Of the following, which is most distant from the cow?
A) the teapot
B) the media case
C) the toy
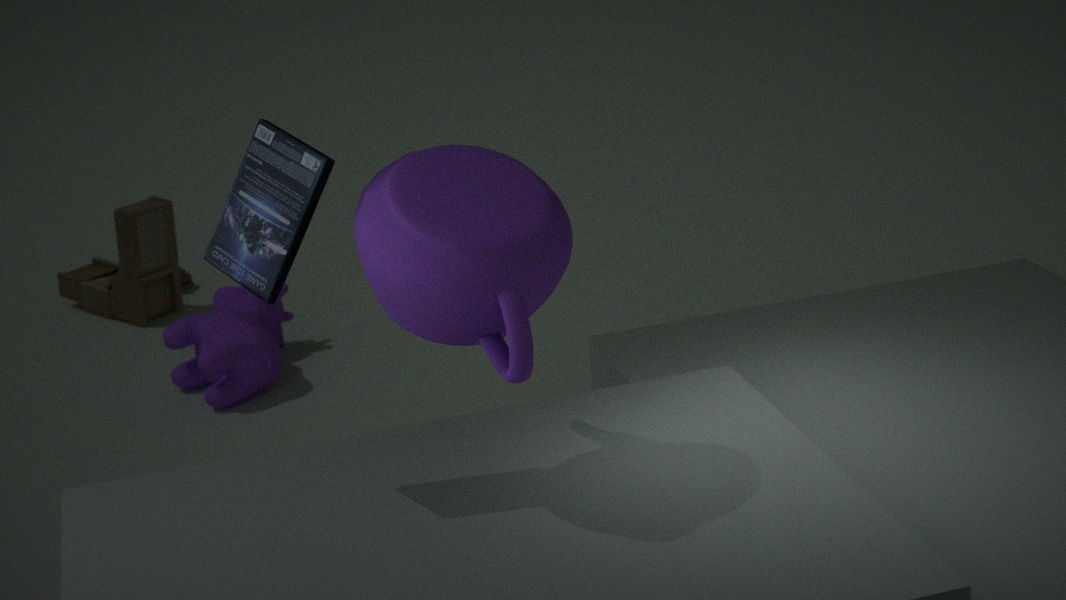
the media case
